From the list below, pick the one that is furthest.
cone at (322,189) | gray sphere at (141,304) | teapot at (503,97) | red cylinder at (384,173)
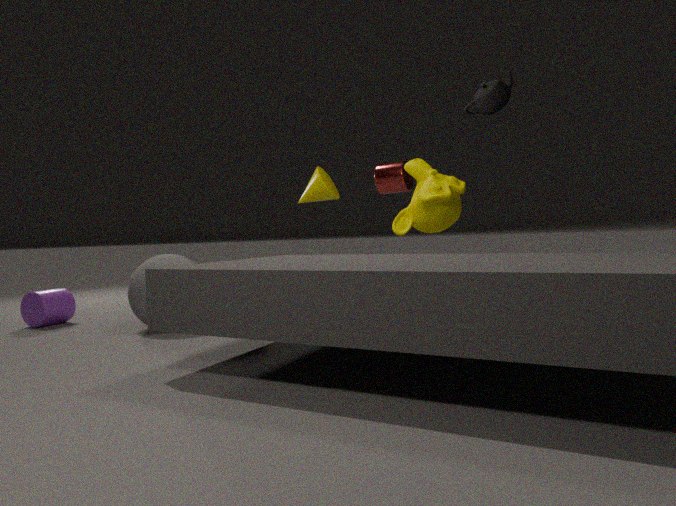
red cylinder at (384,173)
